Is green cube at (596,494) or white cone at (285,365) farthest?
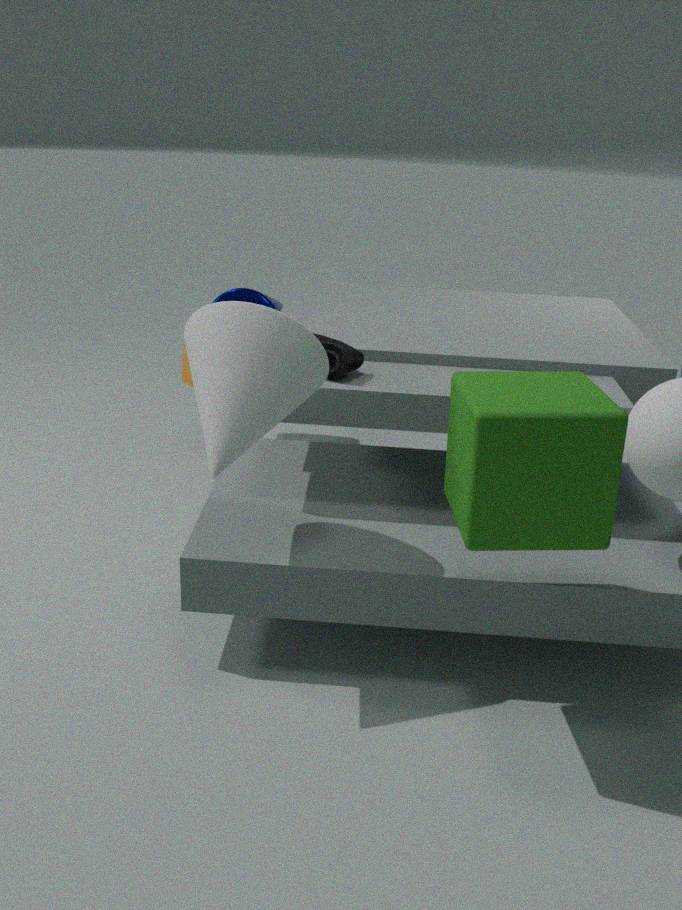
white cone at (285,365)
